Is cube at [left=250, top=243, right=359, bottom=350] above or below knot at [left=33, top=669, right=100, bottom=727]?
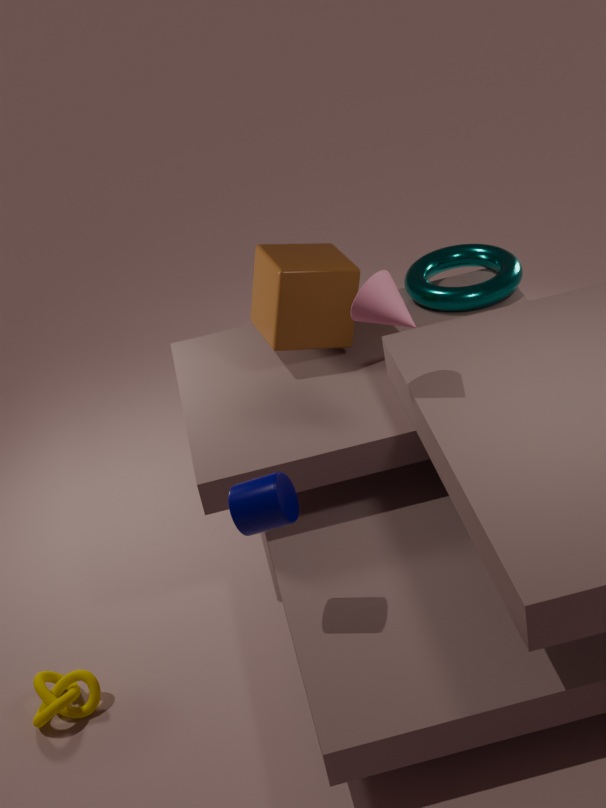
above
